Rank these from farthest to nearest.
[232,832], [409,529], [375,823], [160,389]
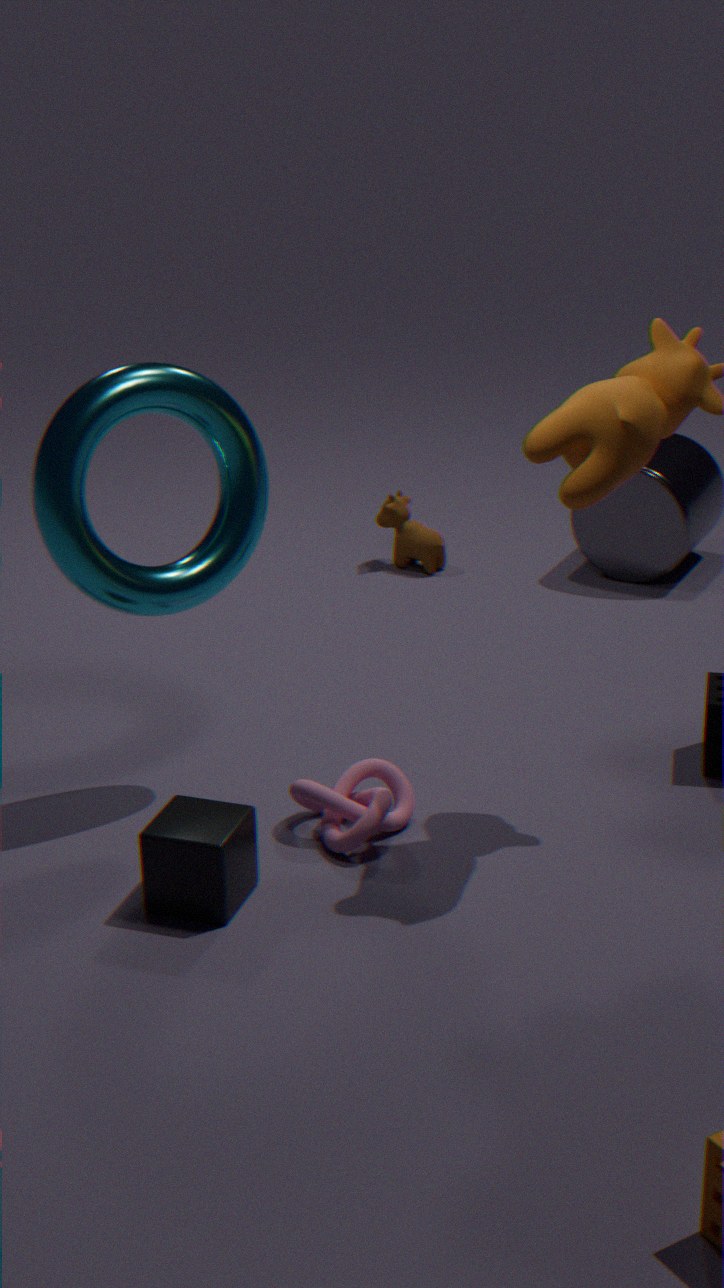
[409,529]
[160,389]
[375,823]
[232,832]
